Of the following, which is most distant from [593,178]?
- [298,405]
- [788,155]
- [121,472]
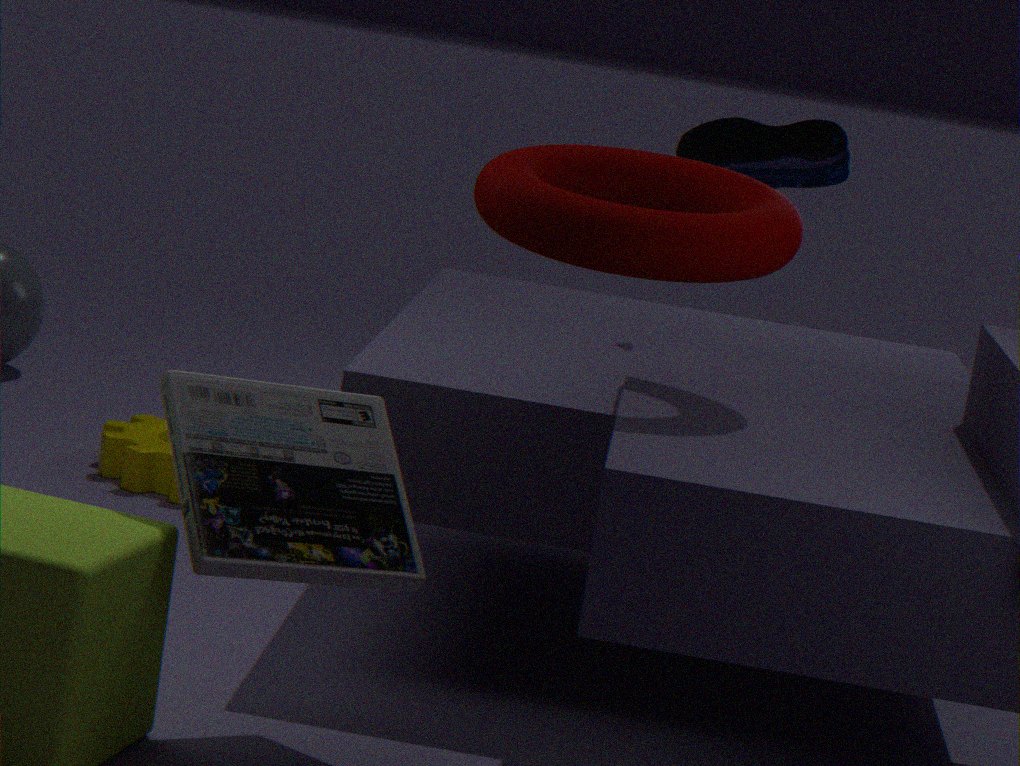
[121,472]
